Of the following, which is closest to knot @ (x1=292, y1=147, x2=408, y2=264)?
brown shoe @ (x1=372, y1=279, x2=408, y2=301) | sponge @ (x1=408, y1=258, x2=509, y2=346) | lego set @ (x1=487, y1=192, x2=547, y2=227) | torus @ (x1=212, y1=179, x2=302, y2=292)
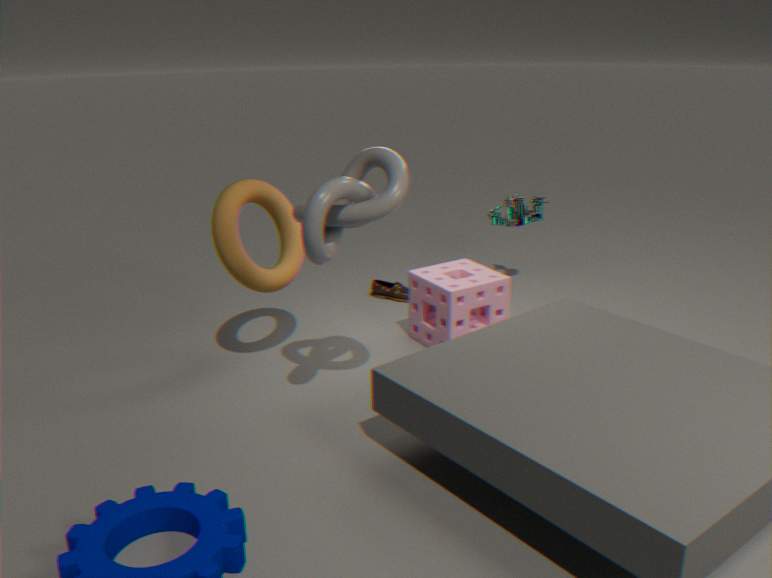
torus @ (x1=212, y1=179, x2=302, y2=292)
